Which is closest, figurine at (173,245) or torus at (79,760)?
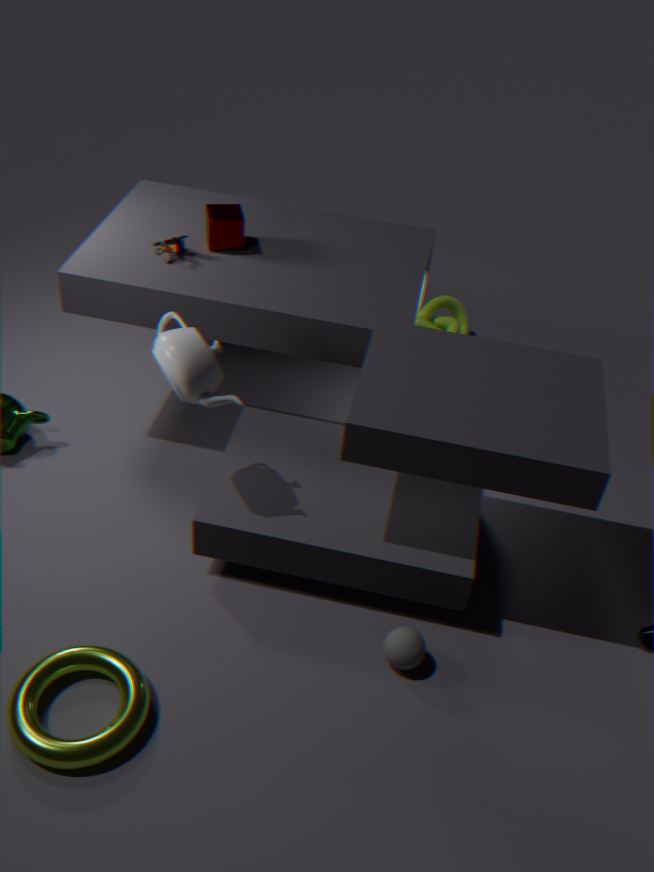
torus at (79,760)
